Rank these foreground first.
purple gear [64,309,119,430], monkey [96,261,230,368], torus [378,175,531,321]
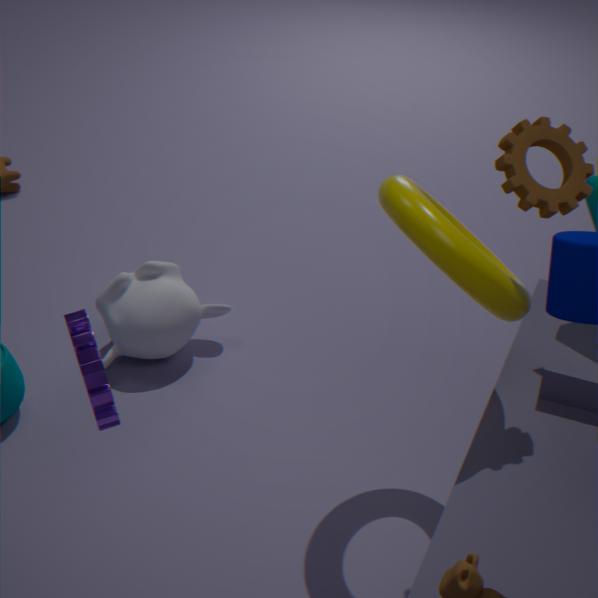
purple gear [64,309,119,430] → torus [378,175,531,321] → monkey [96,261,230,368]
